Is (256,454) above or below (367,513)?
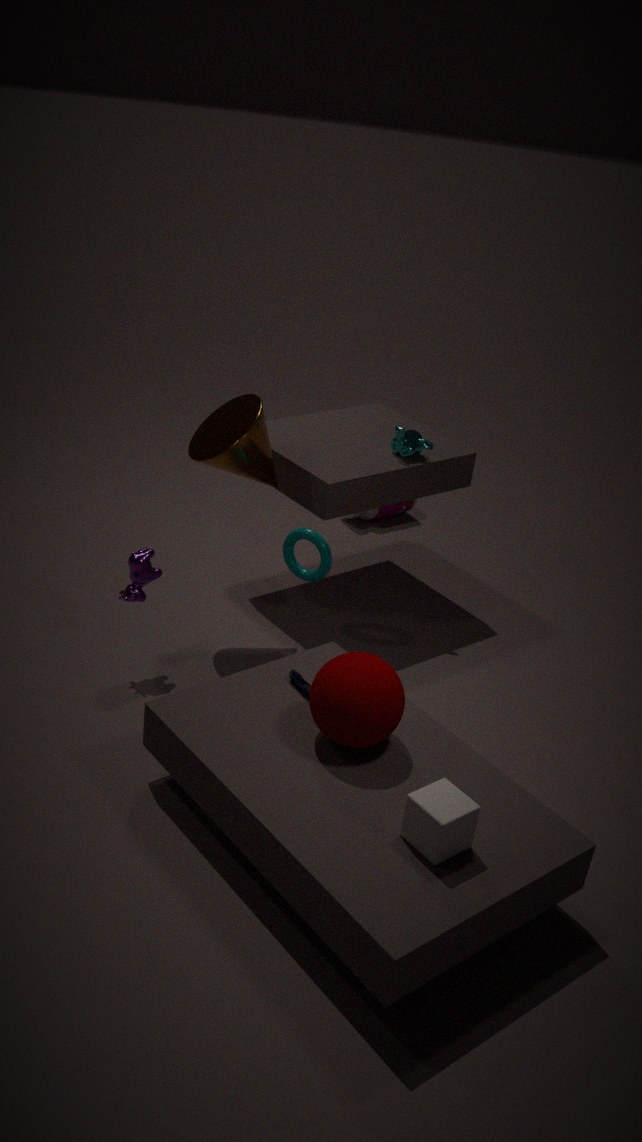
above
